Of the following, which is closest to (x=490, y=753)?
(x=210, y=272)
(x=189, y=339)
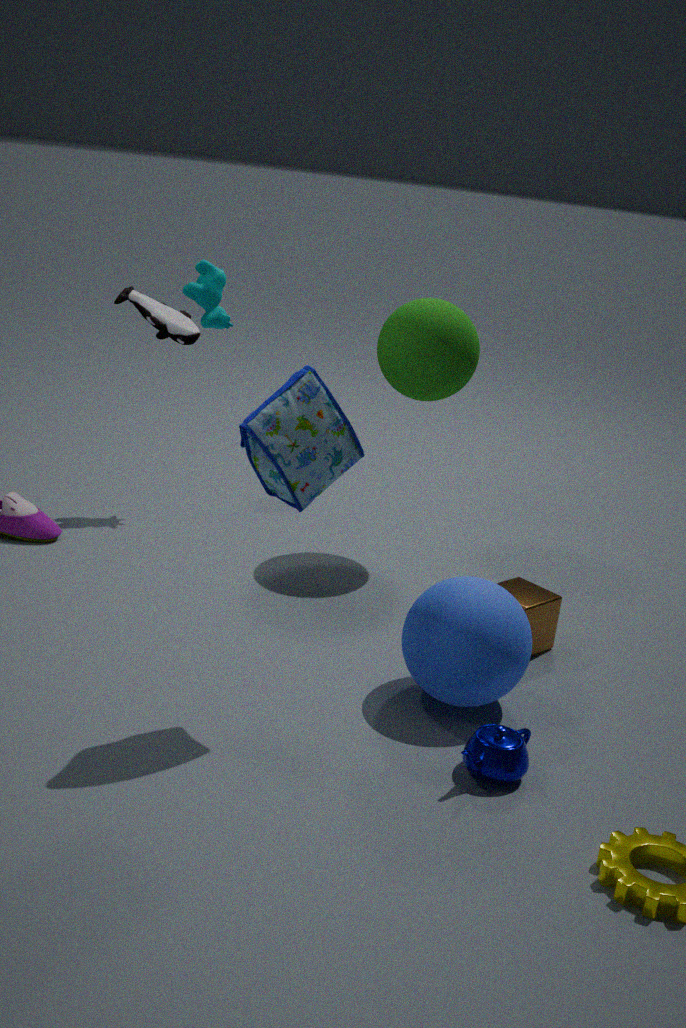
(x=189, y=339)
